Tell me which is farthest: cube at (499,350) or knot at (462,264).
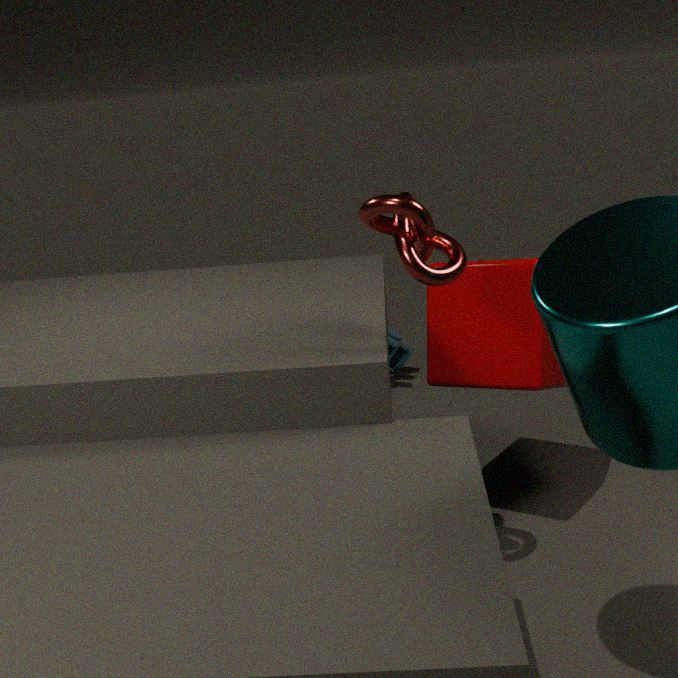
Result: cube at (499,350)
